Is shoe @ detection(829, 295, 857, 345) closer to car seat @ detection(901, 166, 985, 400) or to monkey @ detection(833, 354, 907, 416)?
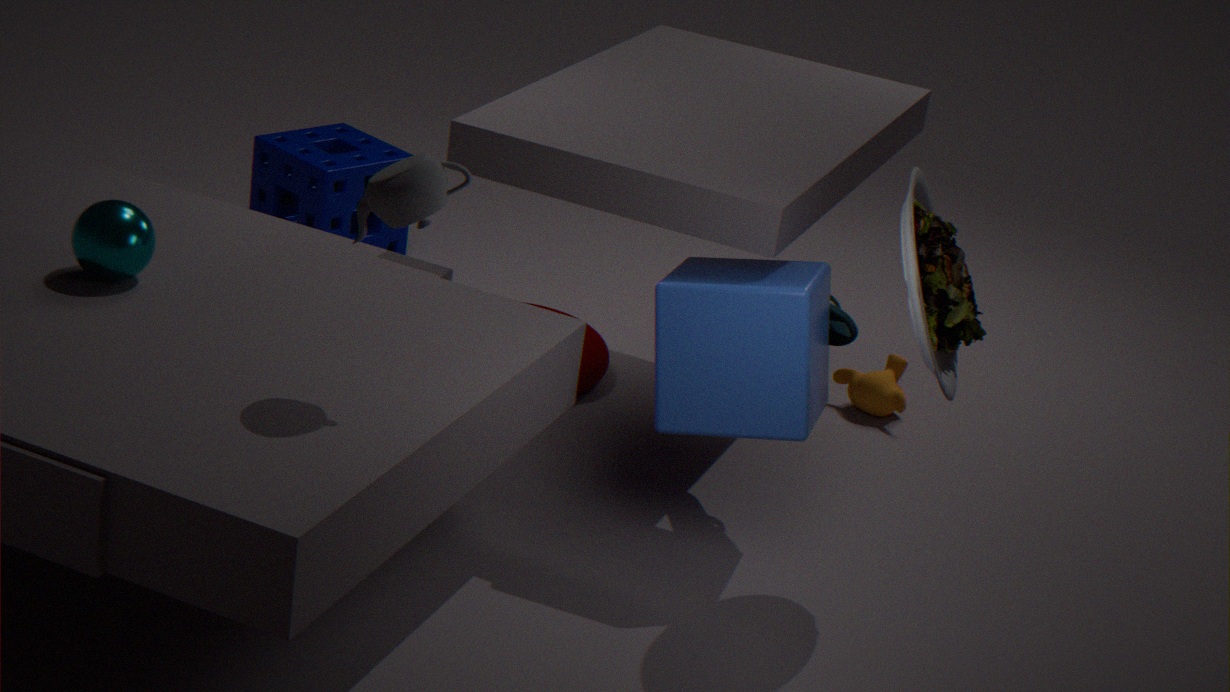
car seat @ detection(901, 166, 985, 400)
